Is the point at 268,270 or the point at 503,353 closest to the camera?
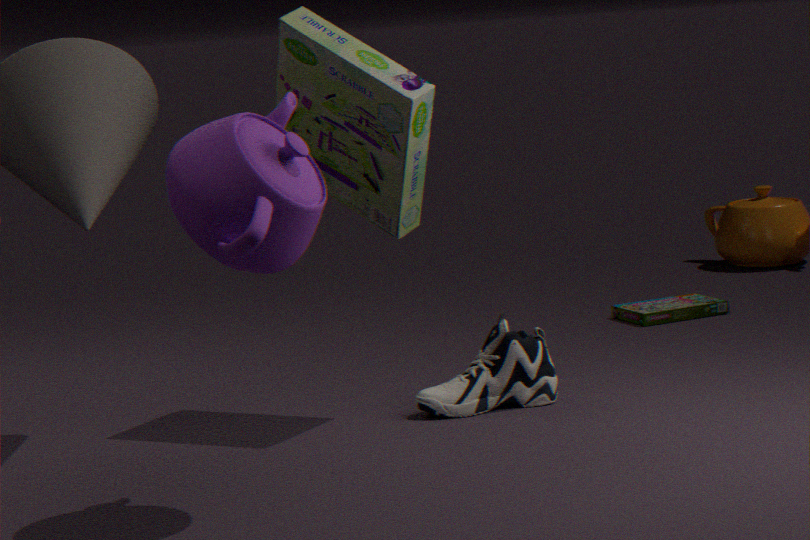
the point at 268,270
